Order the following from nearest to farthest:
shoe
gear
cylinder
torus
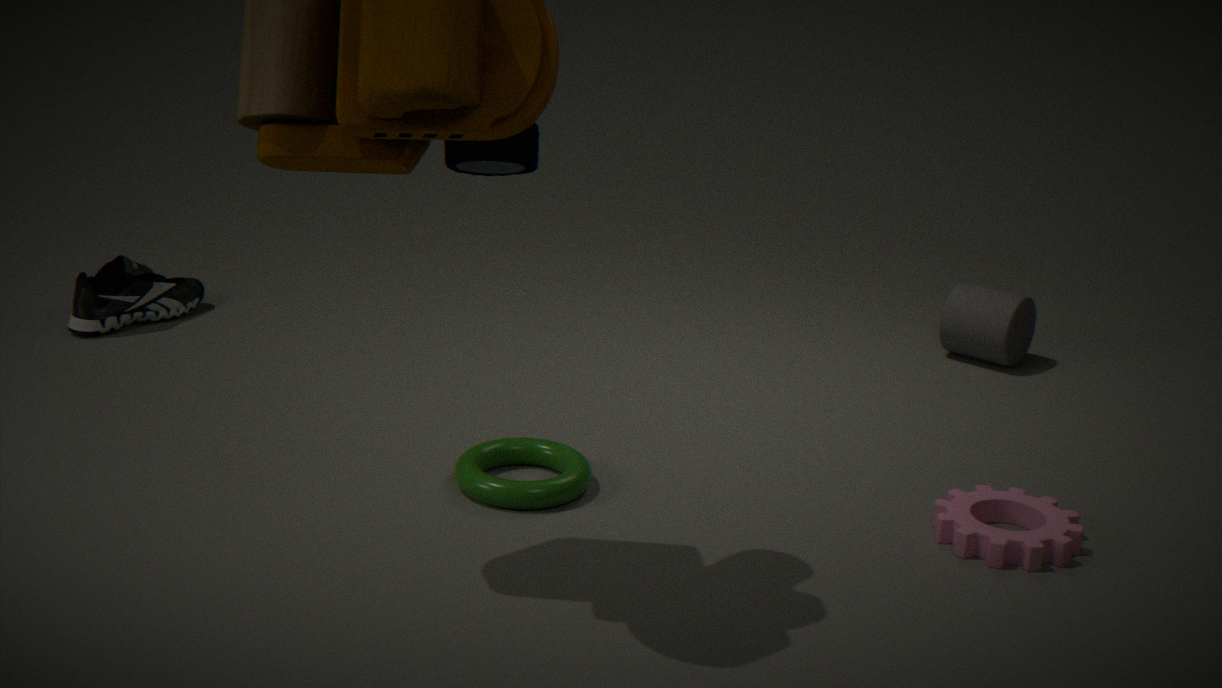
gear → torus → shoe → cylinder
